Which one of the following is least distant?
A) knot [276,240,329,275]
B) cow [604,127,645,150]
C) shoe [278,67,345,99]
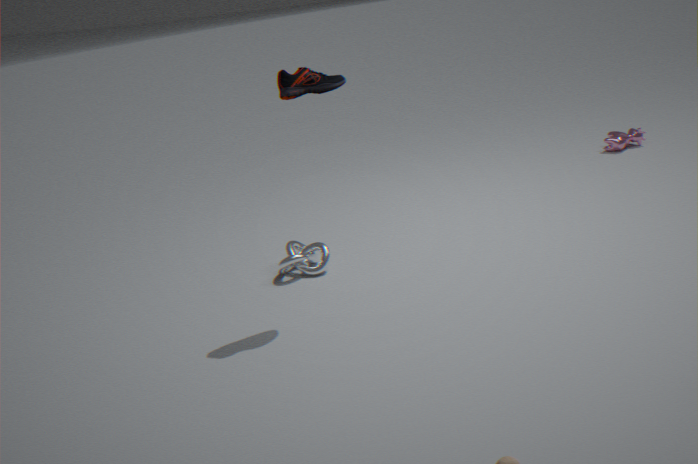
shoe [278,67,345,99]
